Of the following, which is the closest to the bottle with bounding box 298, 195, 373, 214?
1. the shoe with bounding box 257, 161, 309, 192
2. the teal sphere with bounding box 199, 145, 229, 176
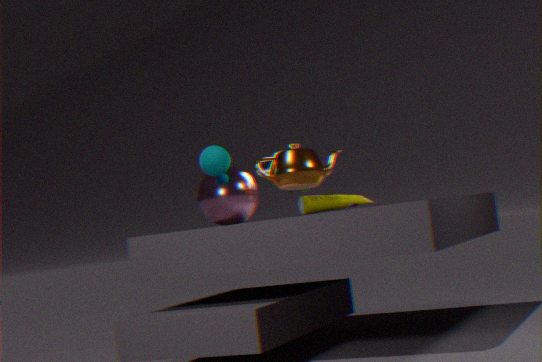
the shoe with bounding box 257, 161, 309, 192
